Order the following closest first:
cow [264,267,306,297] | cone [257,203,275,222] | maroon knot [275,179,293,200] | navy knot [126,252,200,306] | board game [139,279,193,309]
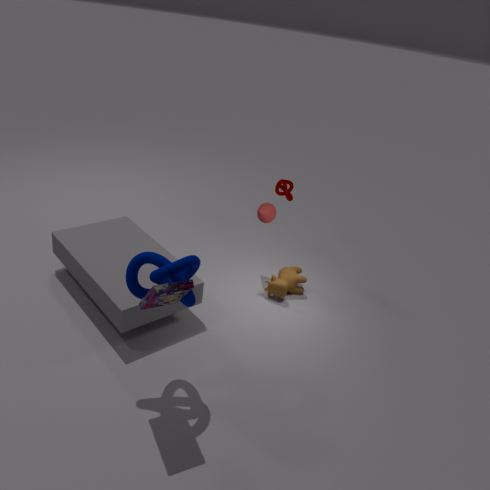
board game [139,279,193,309] < navy knot [126,252,200,306] < cow [264,267,306,297] < cone [257,203,275,222] < maroon knot [275,179,293,200]
